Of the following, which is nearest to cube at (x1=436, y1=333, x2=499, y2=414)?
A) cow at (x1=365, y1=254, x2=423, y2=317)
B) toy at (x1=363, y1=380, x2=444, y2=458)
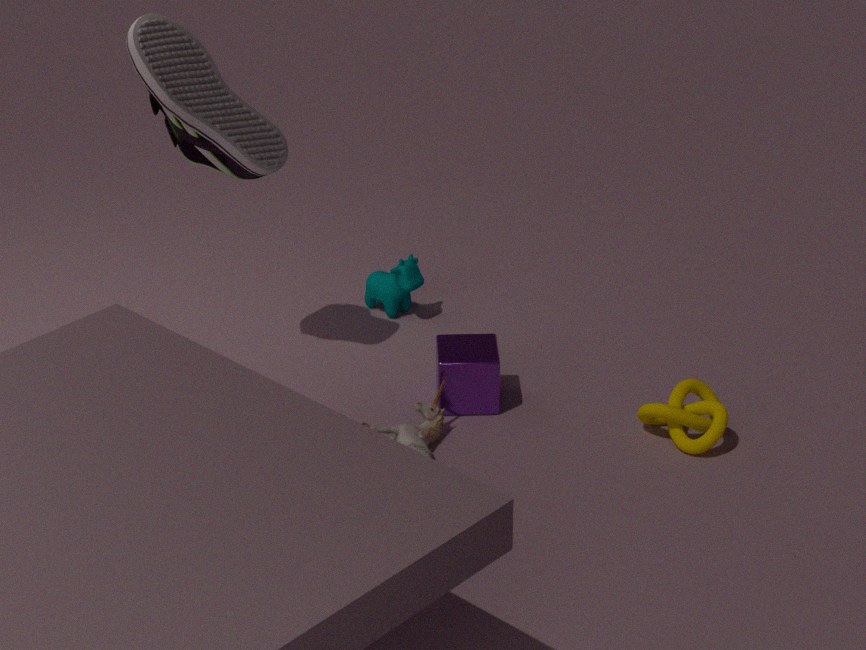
toy at (x1=363, y1=380, x2=444, y2=458)
